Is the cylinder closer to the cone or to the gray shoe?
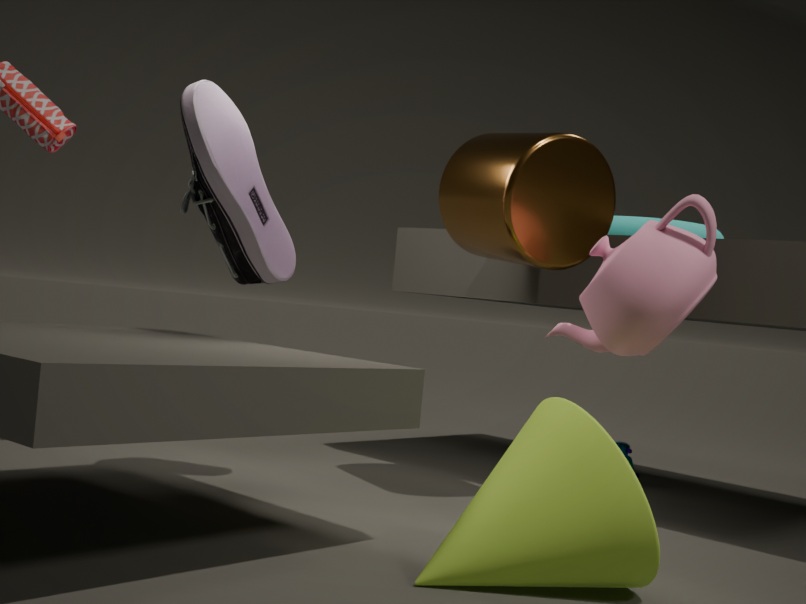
the gray shoe
